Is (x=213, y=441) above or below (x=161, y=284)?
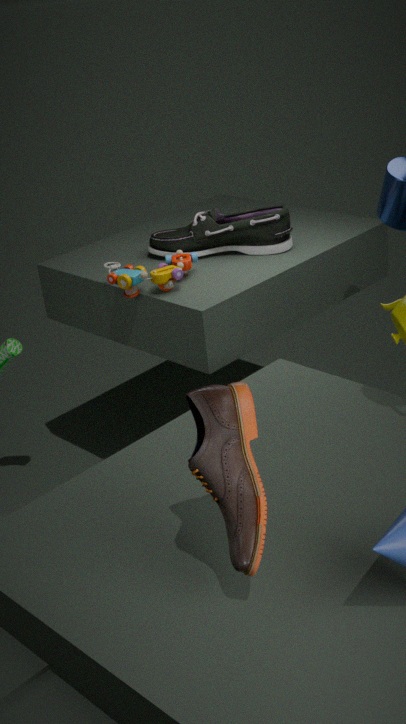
above
